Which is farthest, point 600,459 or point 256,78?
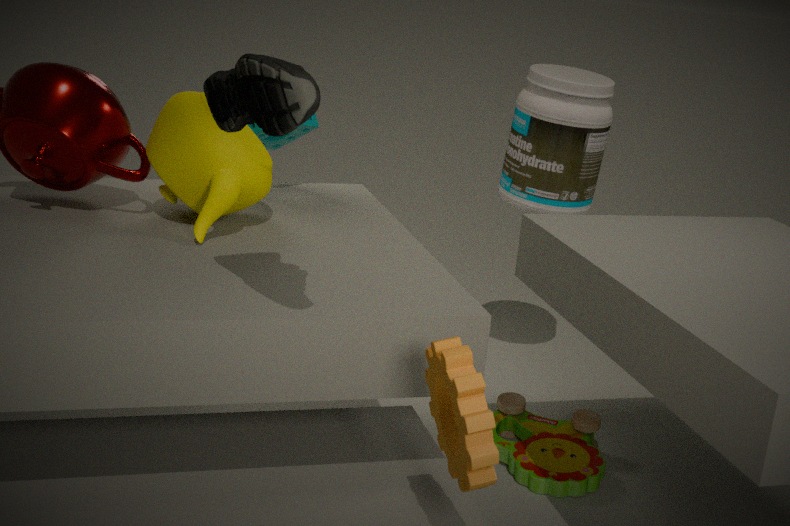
point 600,459
